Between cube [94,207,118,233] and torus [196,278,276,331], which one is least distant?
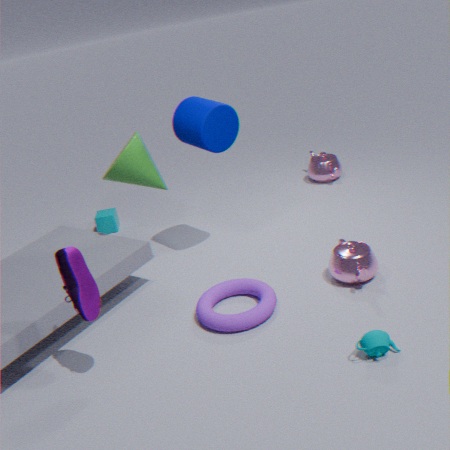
torus [196,278,276,331]
